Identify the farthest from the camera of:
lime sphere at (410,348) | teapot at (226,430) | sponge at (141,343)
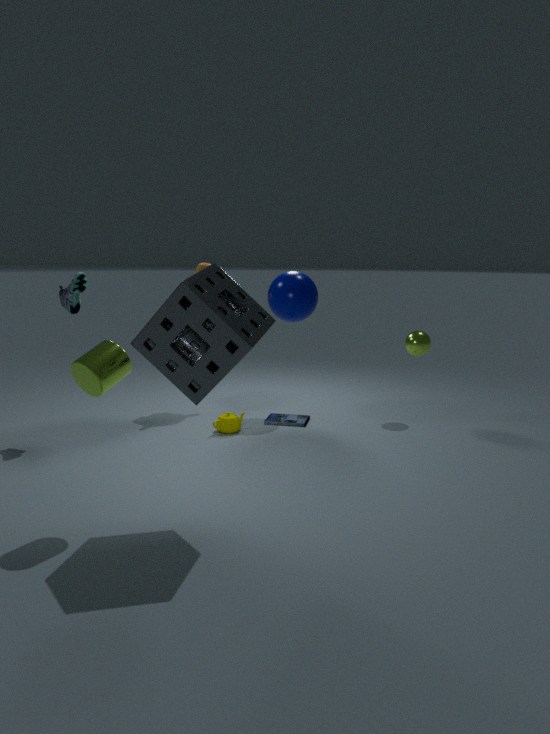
lime sphere at (410,348)
